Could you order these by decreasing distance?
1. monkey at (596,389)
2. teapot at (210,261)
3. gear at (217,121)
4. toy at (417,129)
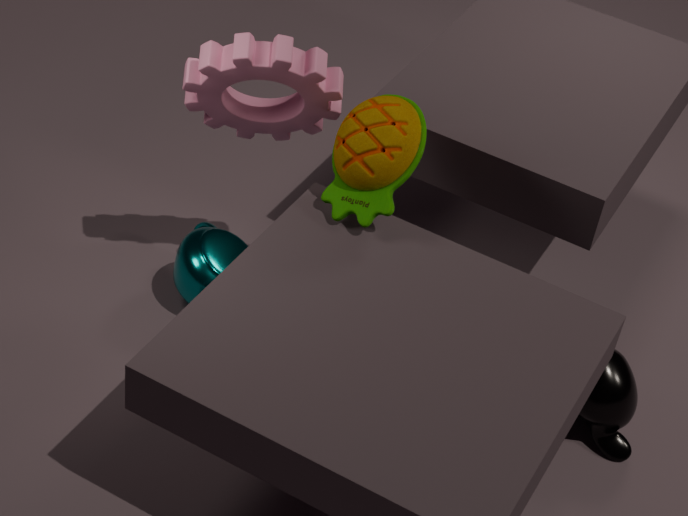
teapot at (210,261), monkey at (596,389), gear at (217,121), toy at (417,129)
